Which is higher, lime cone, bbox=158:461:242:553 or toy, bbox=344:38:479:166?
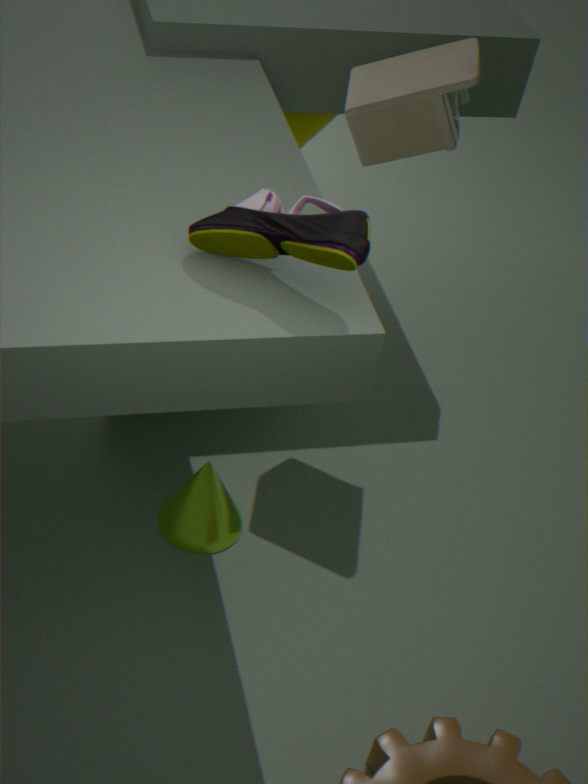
toy, bbox=344:38:479:166
